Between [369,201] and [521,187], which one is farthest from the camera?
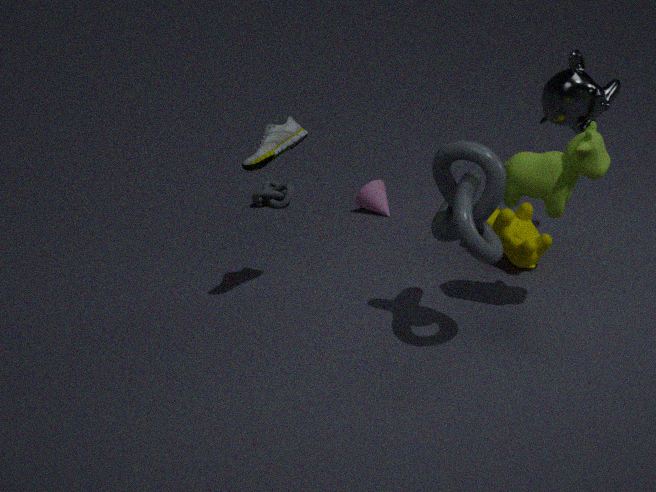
[369,201]
